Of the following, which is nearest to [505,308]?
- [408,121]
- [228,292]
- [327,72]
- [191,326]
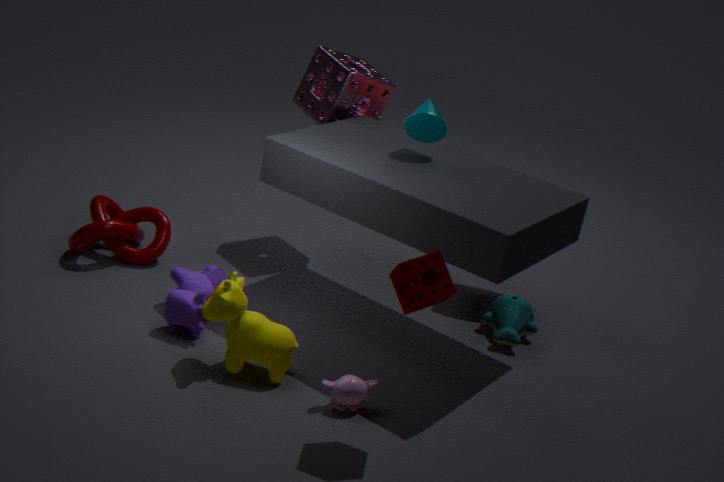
[408,121]
